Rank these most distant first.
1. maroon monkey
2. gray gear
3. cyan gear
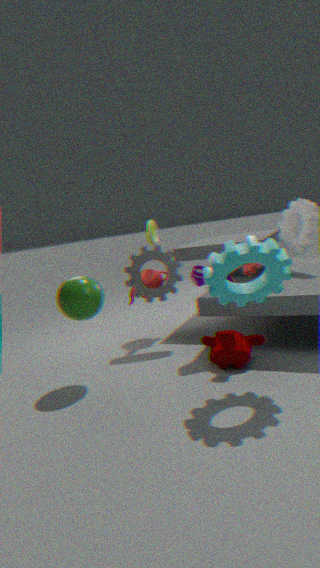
gray gear
maroon monkey
cyan gear
